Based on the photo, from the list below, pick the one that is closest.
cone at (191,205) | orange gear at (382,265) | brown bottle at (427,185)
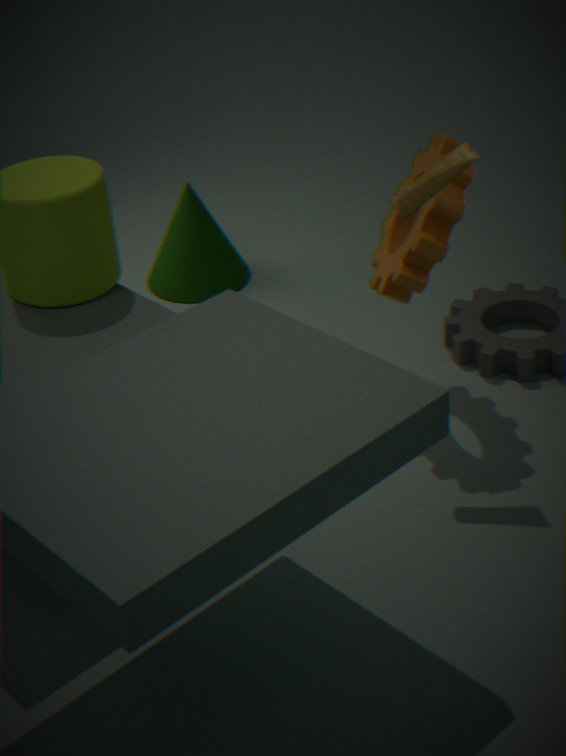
brown bottle at (427,185)
